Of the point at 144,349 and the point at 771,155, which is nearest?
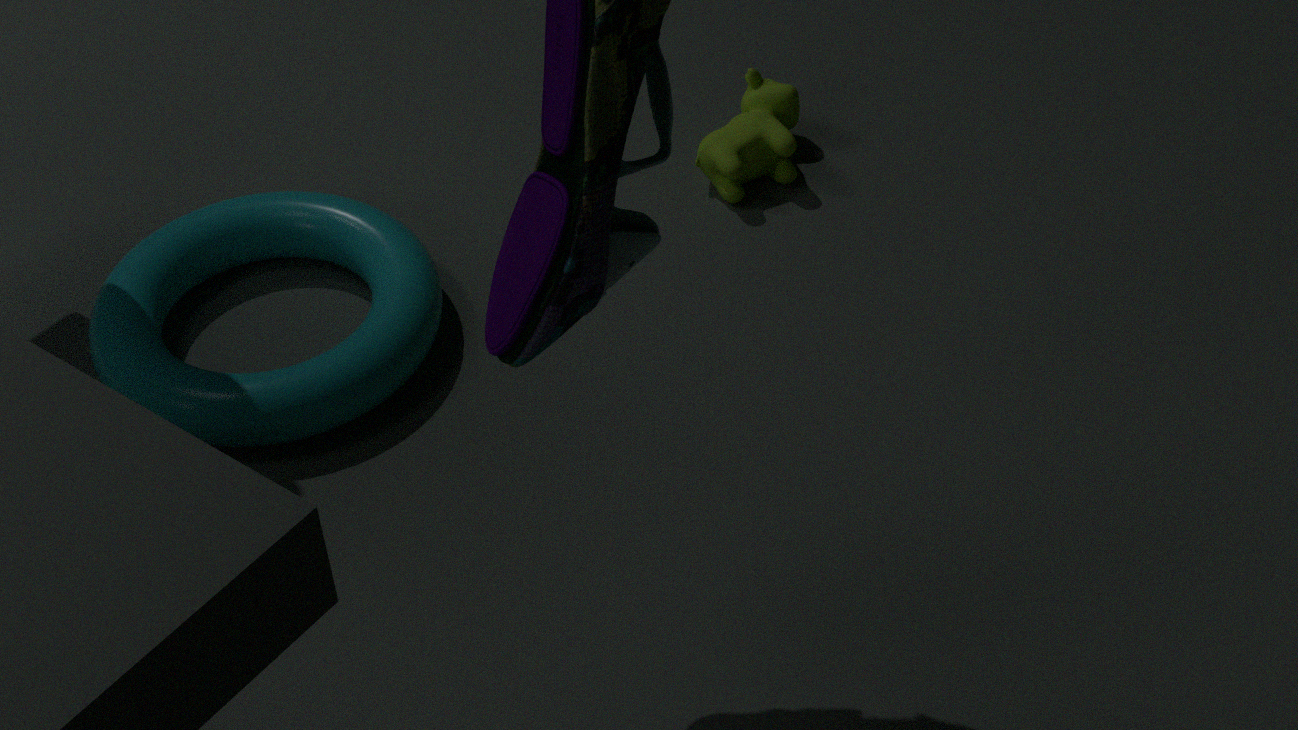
the point at 144,349
